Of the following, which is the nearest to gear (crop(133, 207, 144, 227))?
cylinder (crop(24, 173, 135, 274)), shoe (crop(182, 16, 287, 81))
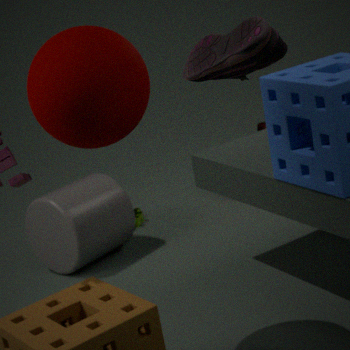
cylinder (crop(24, 173, 135, 274))
